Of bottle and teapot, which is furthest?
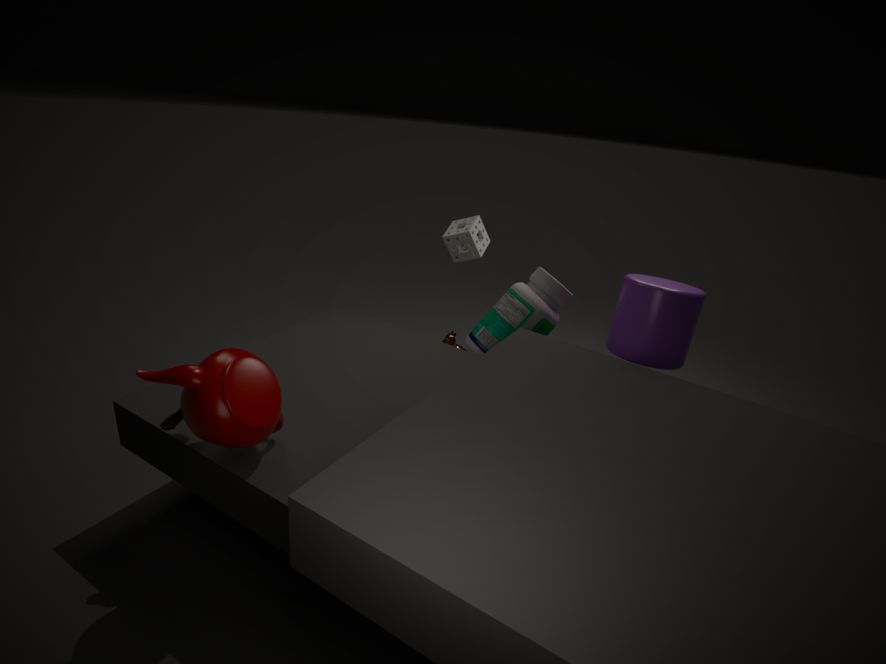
bottle
